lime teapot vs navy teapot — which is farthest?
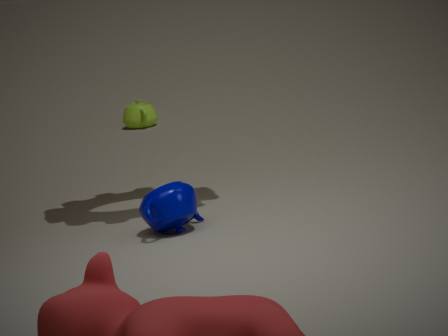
lime teapot
